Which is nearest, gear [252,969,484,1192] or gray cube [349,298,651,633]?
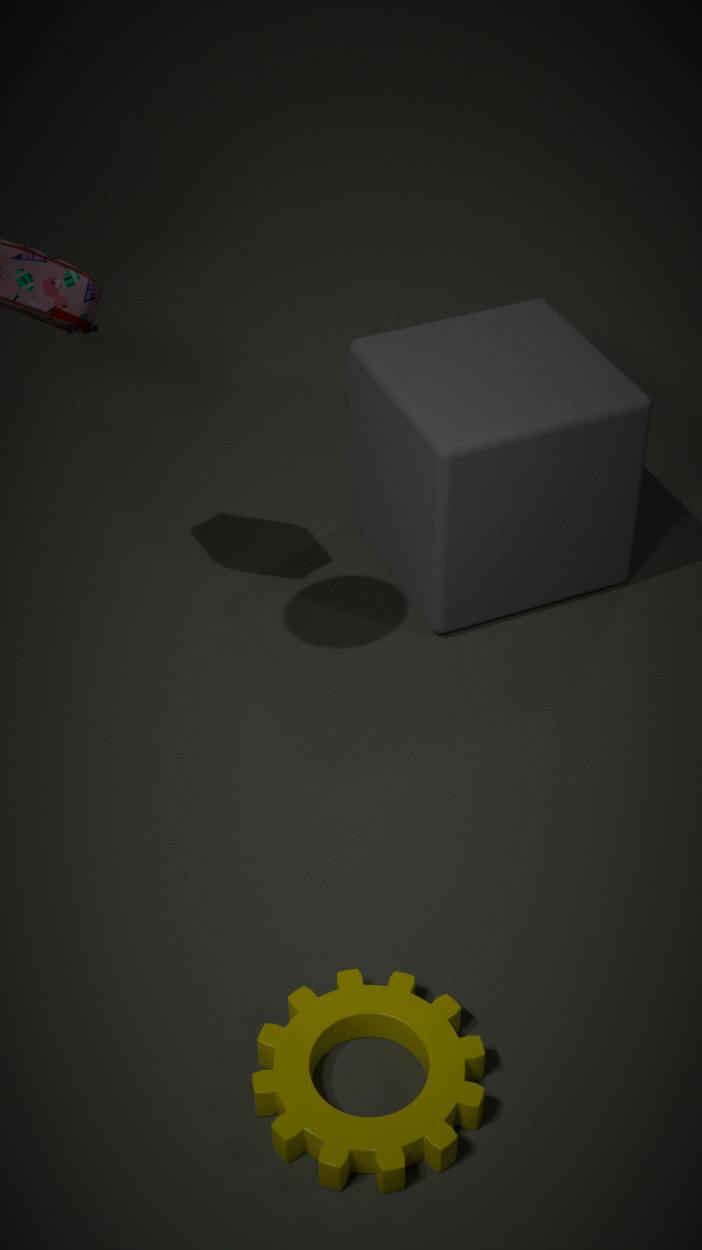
gear [252,969,484,1192]
